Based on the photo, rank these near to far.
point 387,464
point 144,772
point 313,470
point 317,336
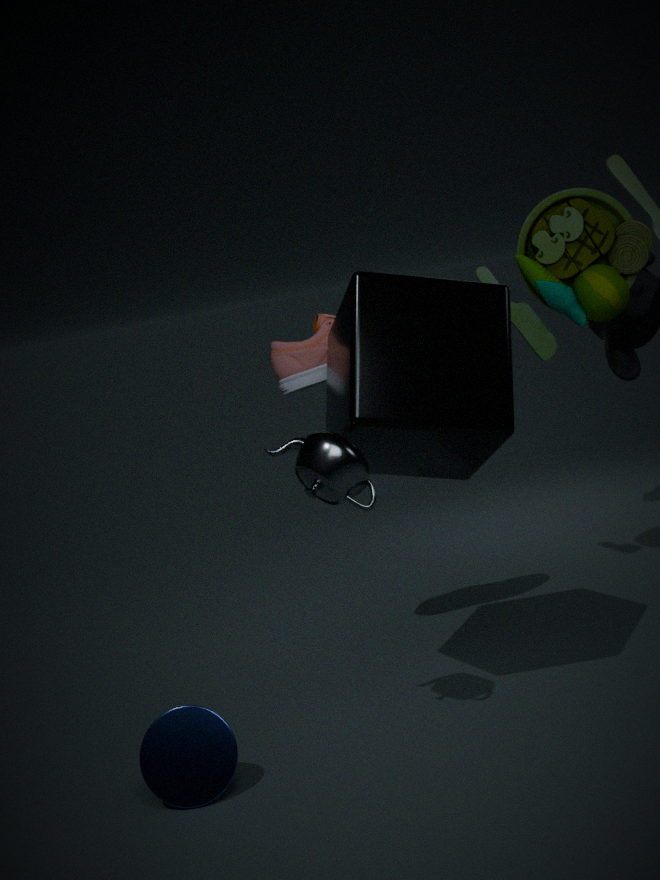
point 313,470 < point 144,772 < point 387,464 < point 317,336
